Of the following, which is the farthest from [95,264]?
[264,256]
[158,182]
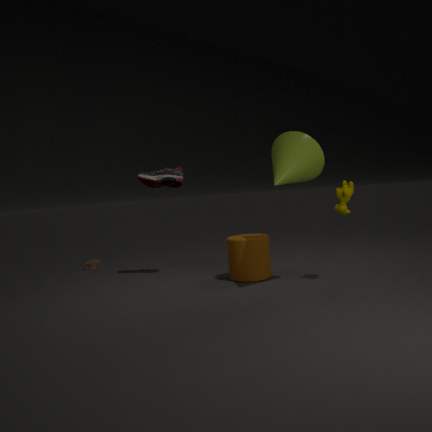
[264,256]
